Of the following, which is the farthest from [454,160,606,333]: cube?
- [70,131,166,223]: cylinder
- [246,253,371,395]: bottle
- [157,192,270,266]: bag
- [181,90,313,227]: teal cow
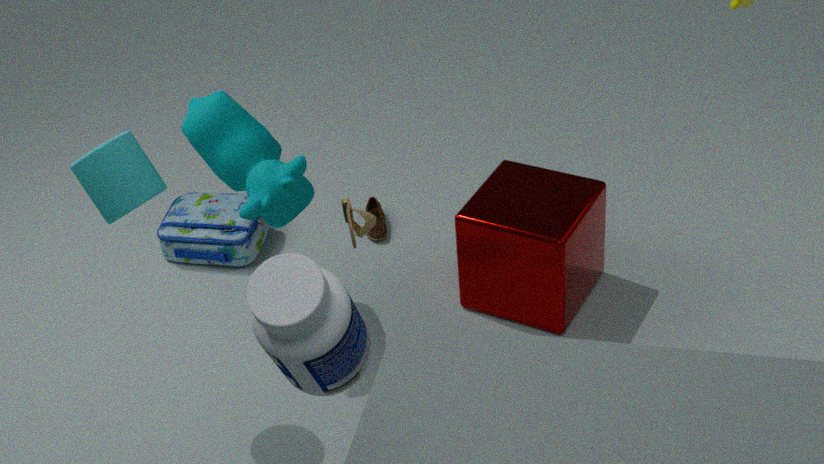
[246,253,371,395]: bottle
